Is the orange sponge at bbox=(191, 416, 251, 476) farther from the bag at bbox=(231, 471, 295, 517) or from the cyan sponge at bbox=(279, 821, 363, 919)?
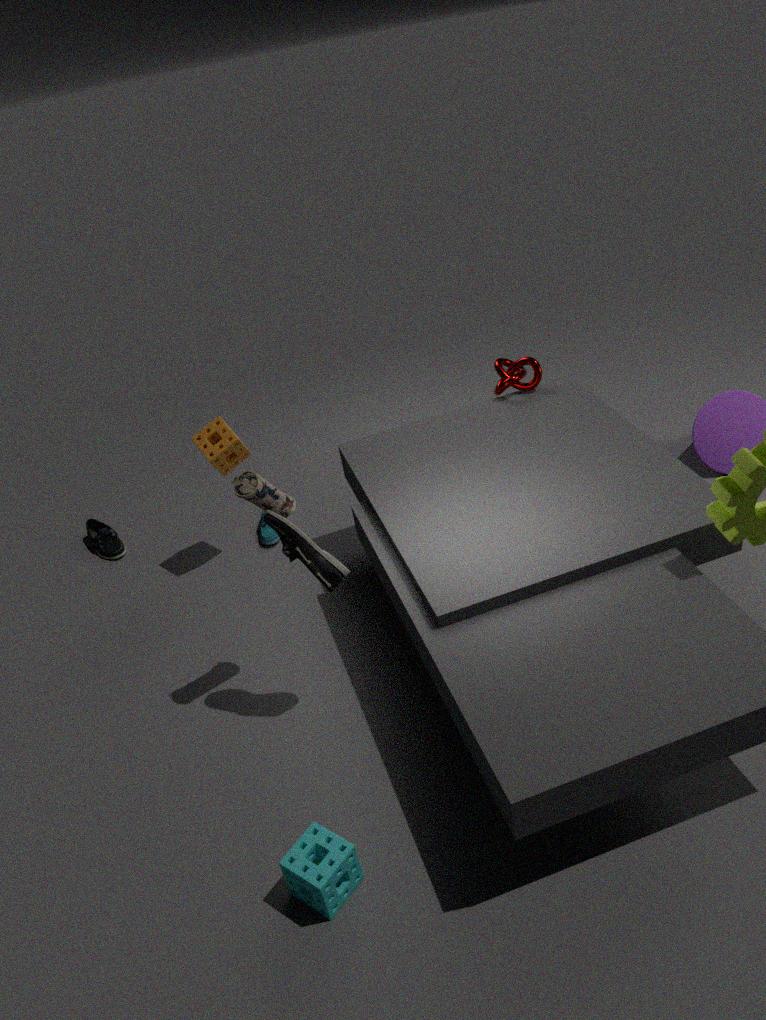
the cyan sponge at bbox=(279, 821, 363, 919)
